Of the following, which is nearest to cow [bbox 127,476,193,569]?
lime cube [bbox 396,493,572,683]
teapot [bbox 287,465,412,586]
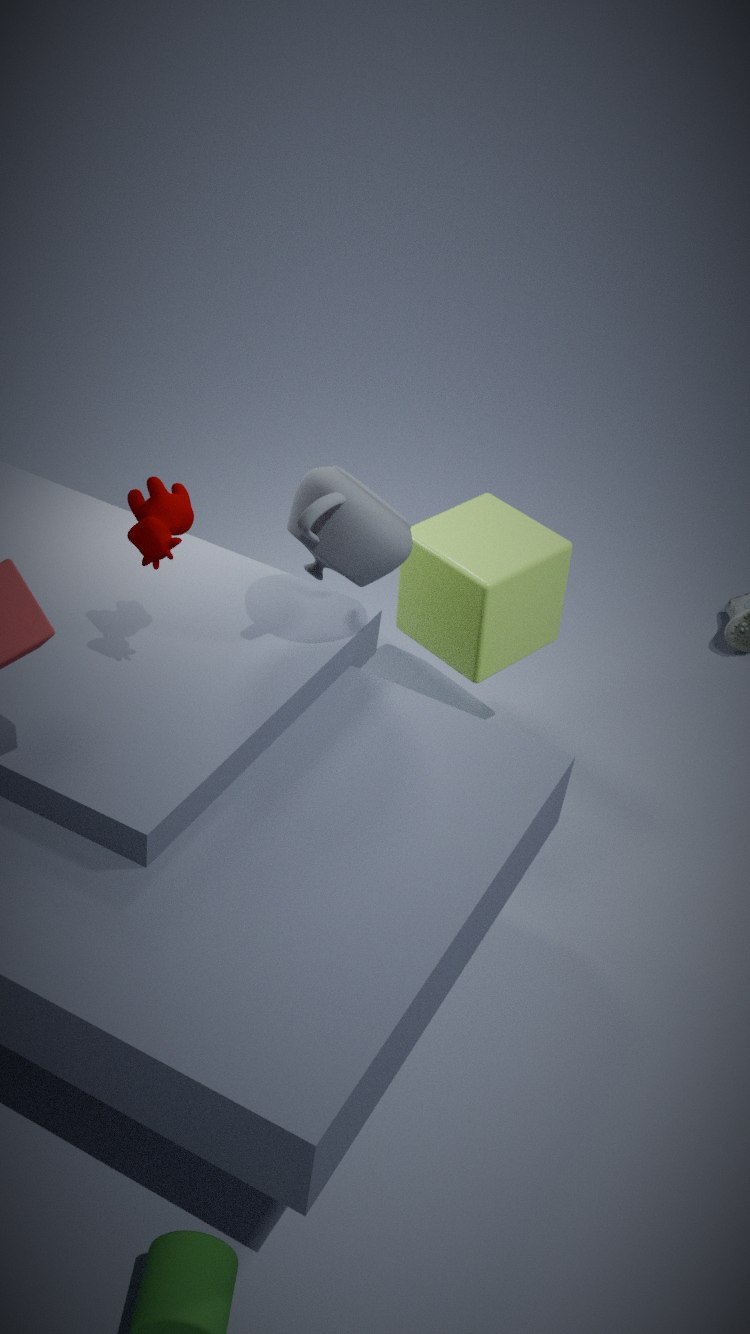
teapot [bbox 287,465,412,586]
